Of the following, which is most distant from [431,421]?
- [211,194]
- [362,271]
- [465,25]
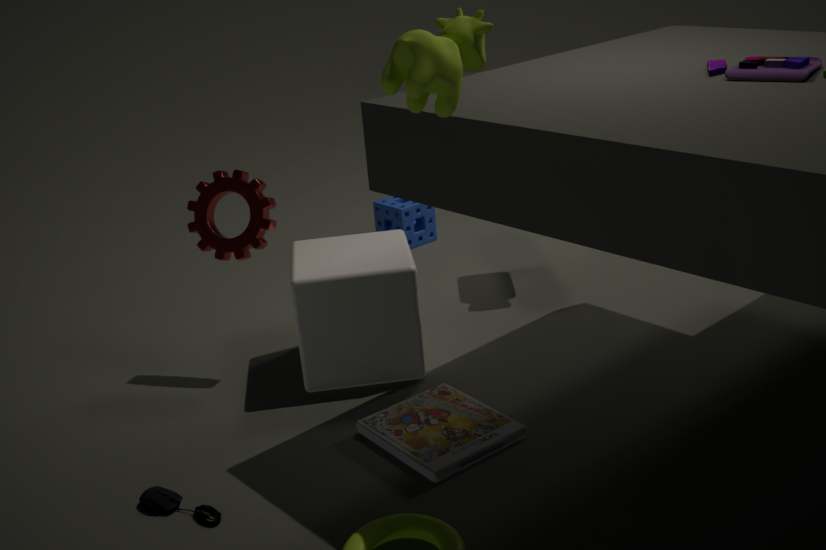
[465,25]
